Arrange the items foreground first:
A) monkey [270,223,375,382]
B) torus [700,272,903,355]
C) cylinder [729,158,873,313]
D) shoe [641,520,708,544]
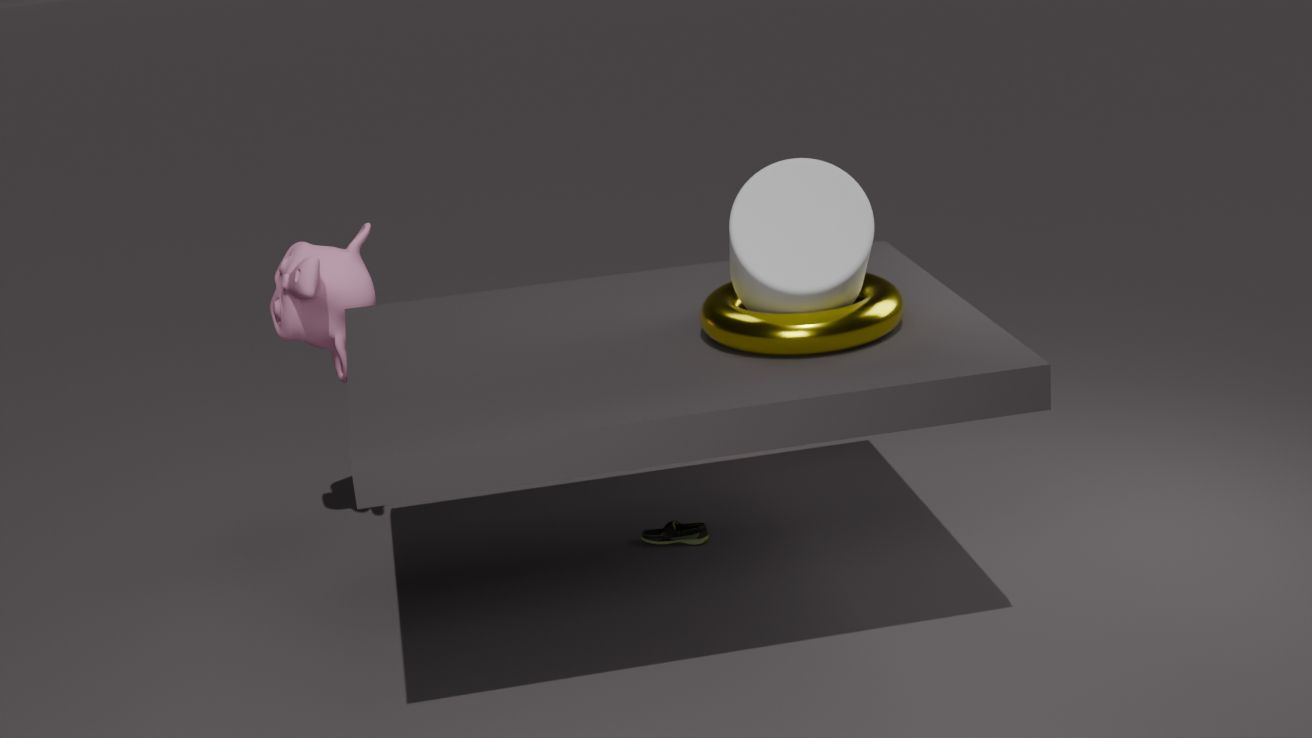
cylinder [729,158,873,313] → torus [700,272,903,355] → monkey [270,223,375,382] → shoe [641,520,708,544]
